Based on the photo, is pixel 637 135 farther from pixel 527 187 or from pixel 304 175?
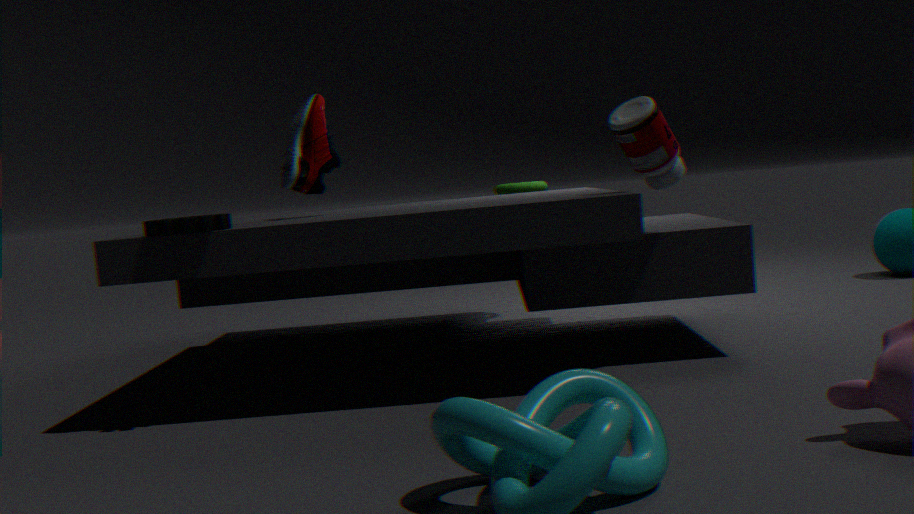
pixel 527 187
